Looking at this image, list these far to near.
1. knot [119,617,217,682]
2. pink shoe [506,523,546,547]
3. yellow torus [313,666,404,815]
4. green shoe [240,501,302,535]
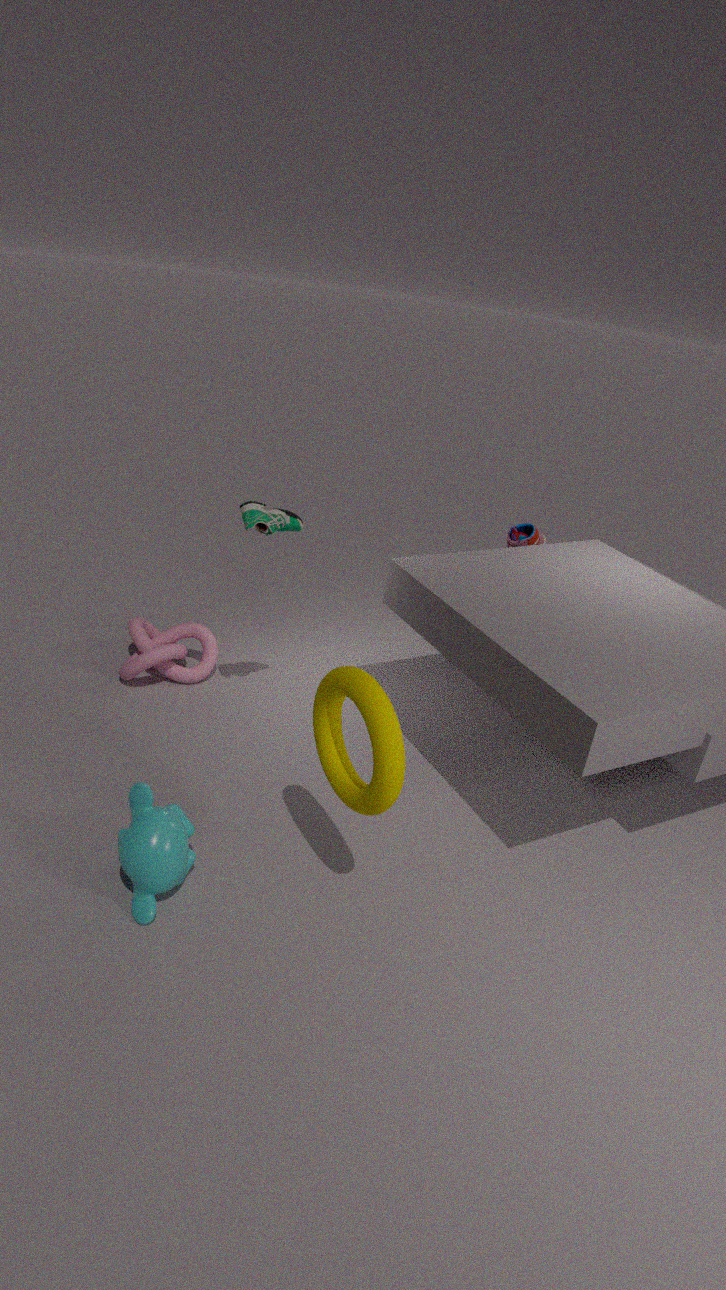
pink shoe [506,523,546,547]
knot [119,617,217,682]
green shoe [240,501,302,535]
yellow torus [313,666,404,815]
